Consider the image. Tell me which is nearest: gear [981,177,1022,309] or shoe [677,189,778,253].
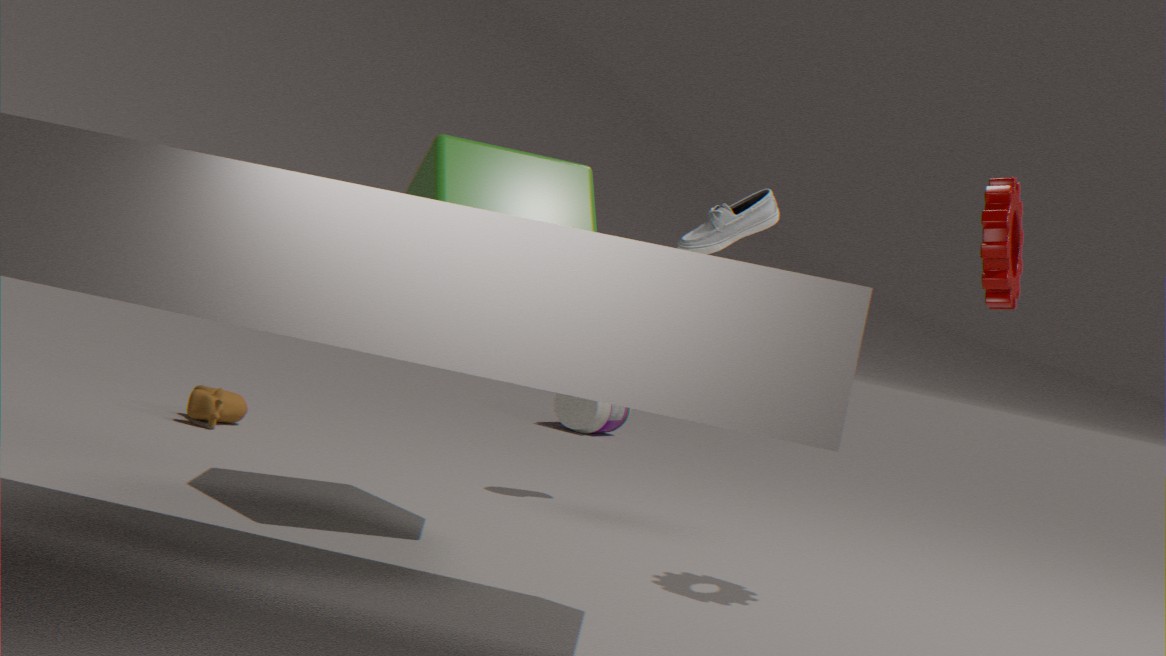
gear [981,177,1022,309]
